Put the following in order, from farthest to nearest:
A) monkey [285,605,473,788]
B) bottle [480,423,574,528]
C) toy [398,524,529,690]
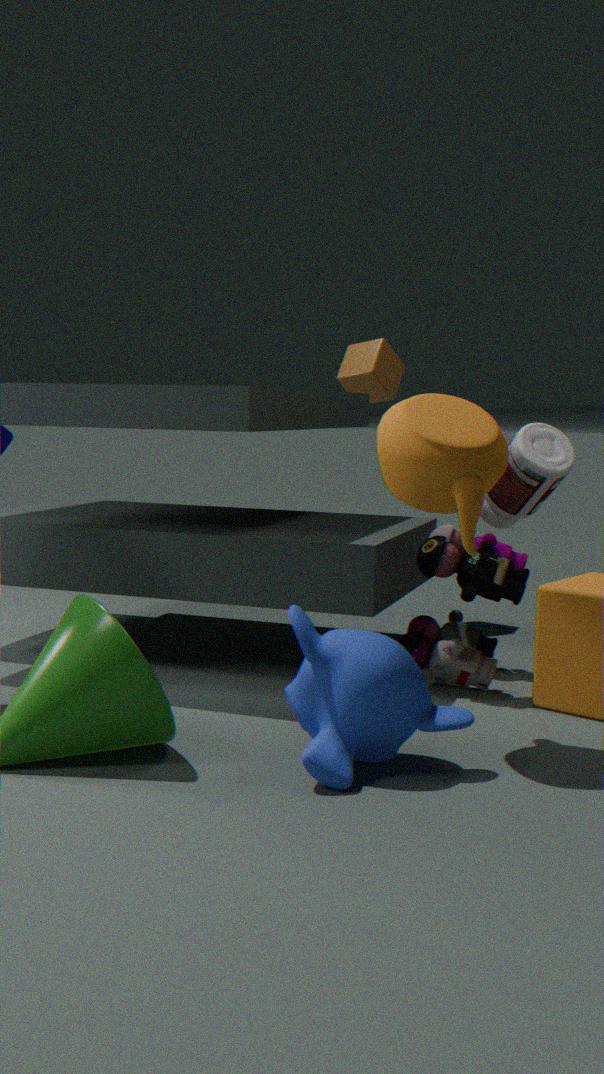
1. B. bottle [480,423,574,528]
2. C. toy [398,524,529,690]
3. A. monkey [285,605,473,788]
